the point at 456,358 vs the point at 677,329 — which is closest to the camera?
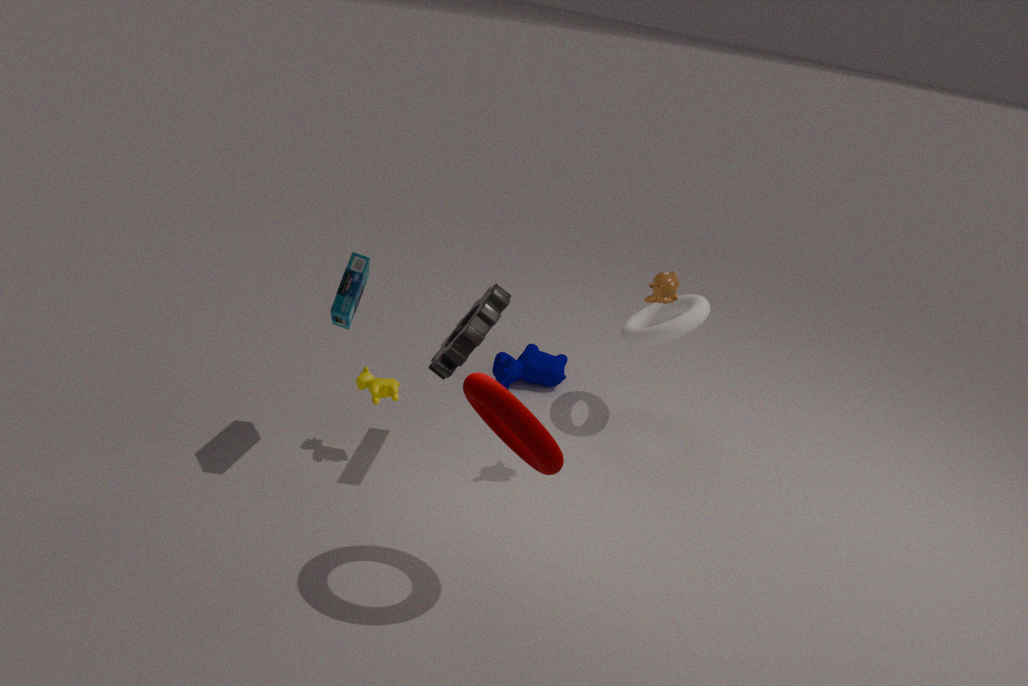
the point at 456,358
